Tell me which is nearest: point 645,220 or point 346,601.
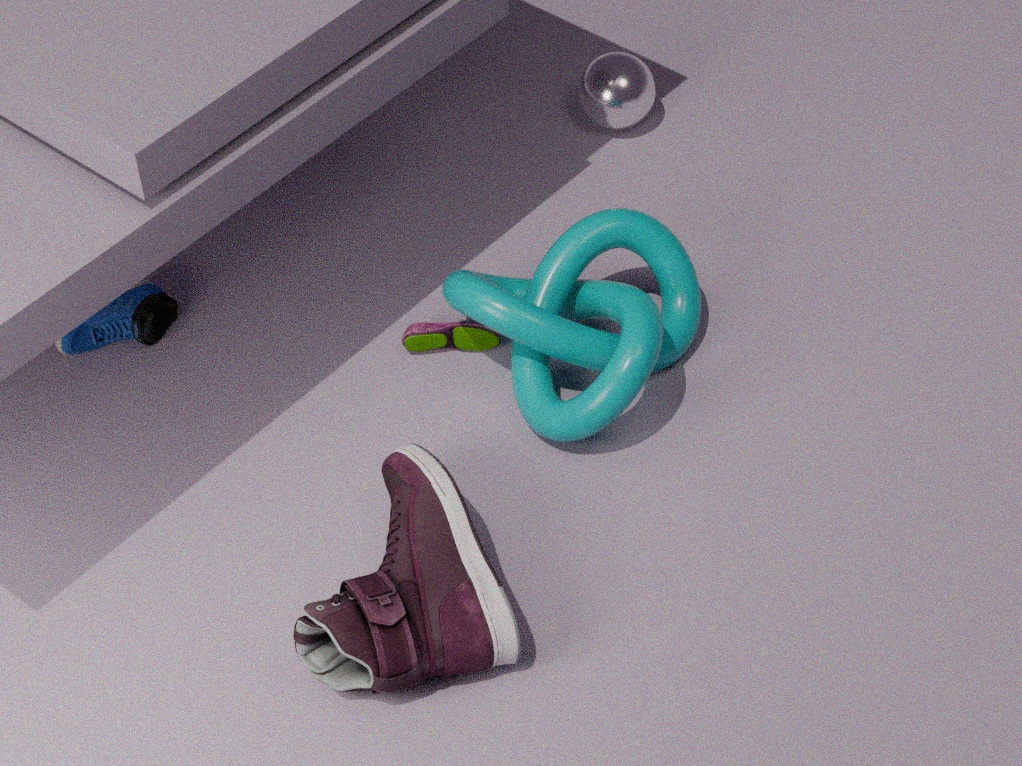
point 346,601
